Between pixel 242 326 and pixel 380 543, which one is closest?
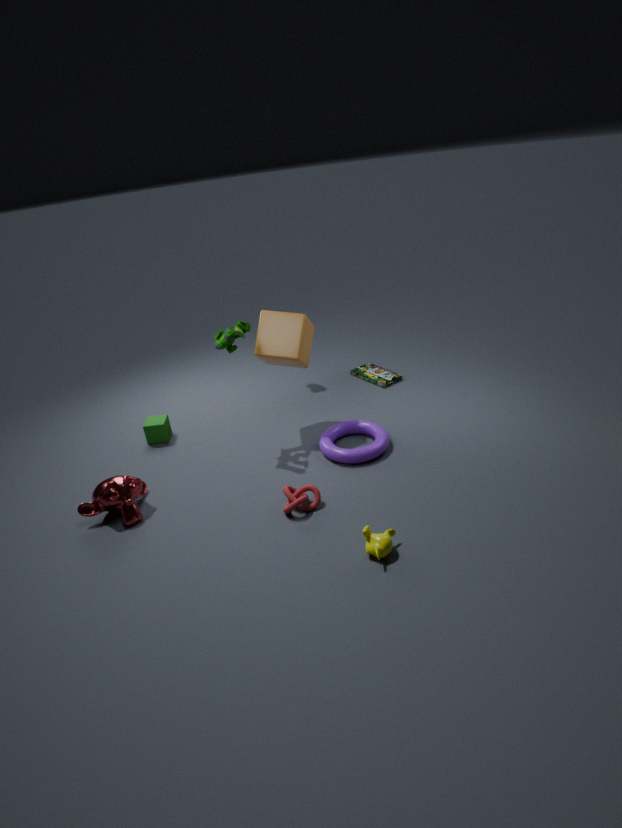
pixel 380 543
